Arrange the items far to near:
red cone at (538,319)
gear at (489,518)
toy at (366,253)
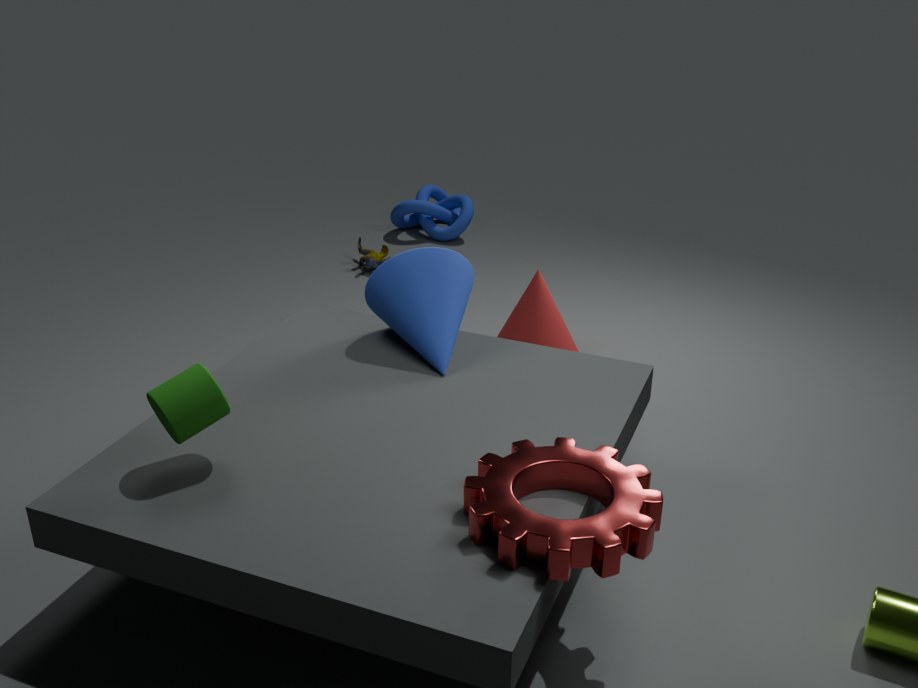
toy at (366,253) < red cone at (538,319) < gear at (489,518)
